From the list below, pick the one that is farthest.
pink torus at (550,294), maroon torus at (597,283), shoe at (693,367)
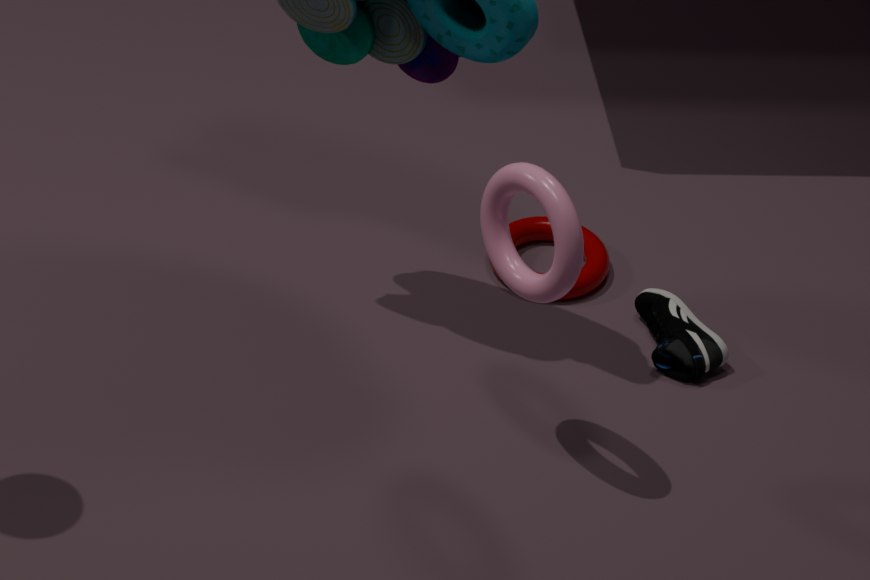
maroon torus at (597,283)
